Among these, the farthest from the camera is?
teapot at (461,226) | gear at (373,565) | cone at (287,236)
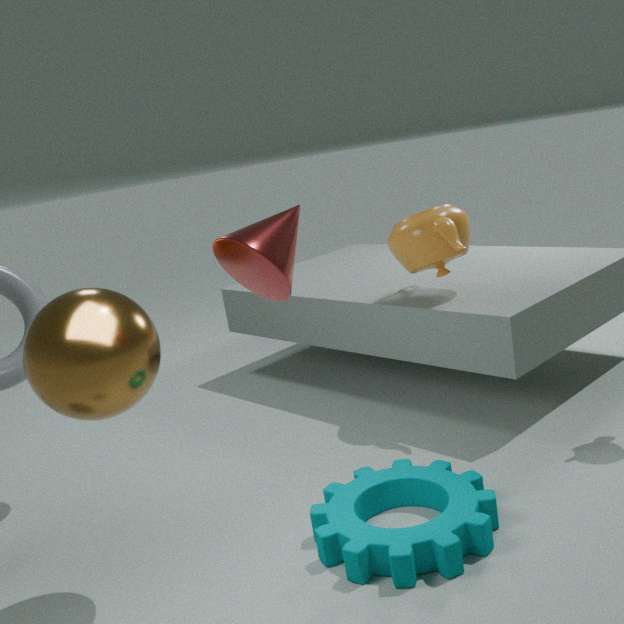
teapot at (461,226)
